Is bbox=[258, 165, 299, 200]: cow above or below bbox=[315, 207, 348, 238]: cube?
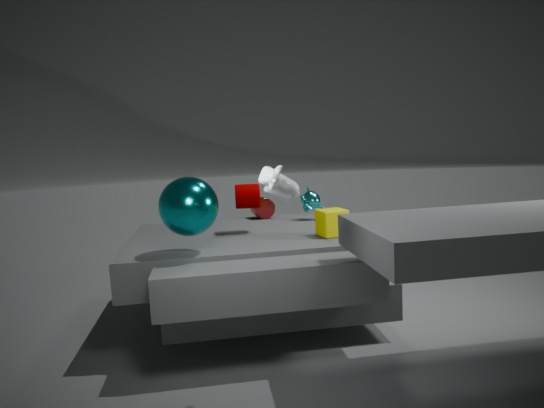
above
